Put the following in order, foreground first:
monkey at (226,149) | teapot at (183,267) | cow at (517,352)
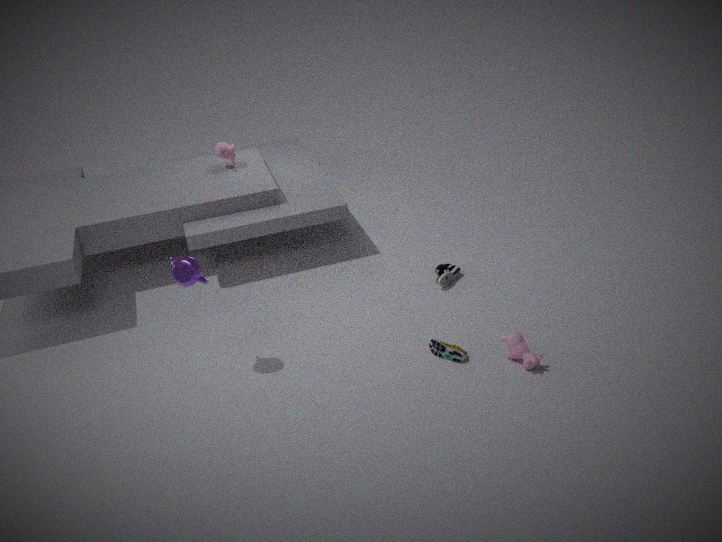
1. teapot at (183,267)
2. cow at (517,352)
3. monkey at (226,149)
